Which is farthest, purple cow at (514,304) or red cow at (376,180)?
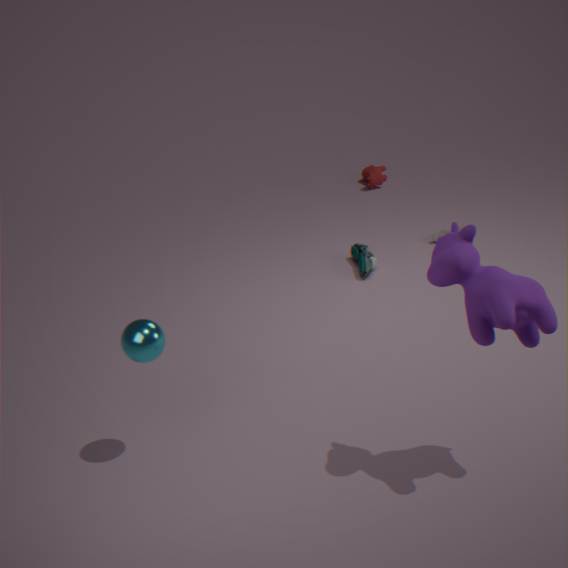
red cow at (376,180)
